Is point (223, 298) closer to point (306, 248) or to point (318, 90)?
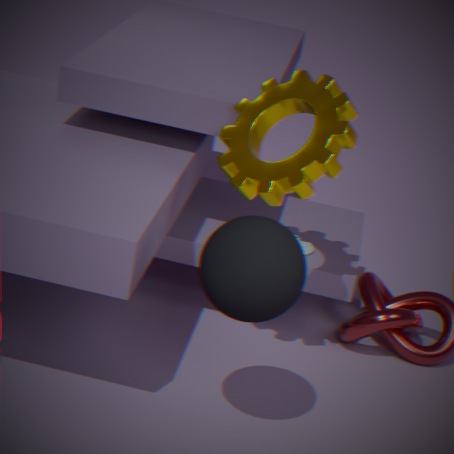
point (318, 90)
